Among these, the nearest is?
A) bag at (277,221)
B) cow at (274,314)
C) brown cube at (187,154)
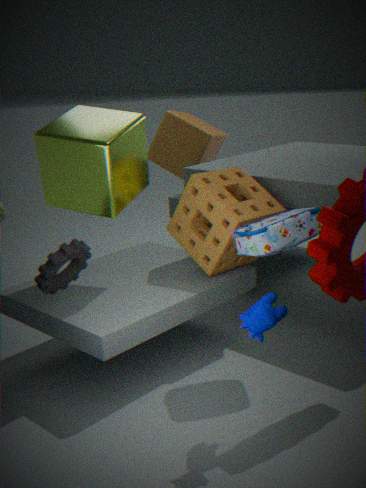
cow at (274,314)
